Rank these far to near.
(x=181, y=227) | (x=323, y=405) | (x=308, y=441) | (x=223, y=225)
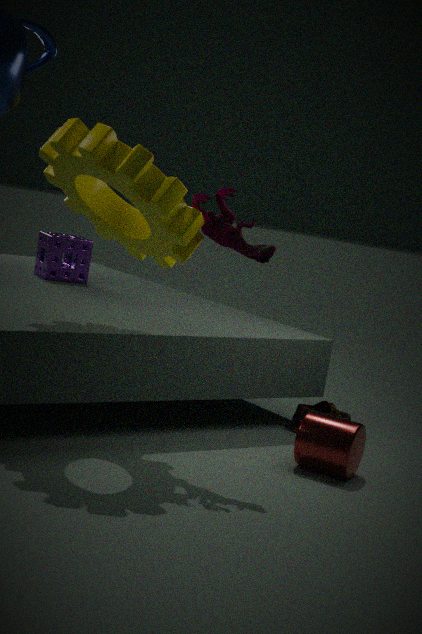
(x=323, y=405) → (x=308, y=441) → (x=223, y=225) → (x=181, y=227)
